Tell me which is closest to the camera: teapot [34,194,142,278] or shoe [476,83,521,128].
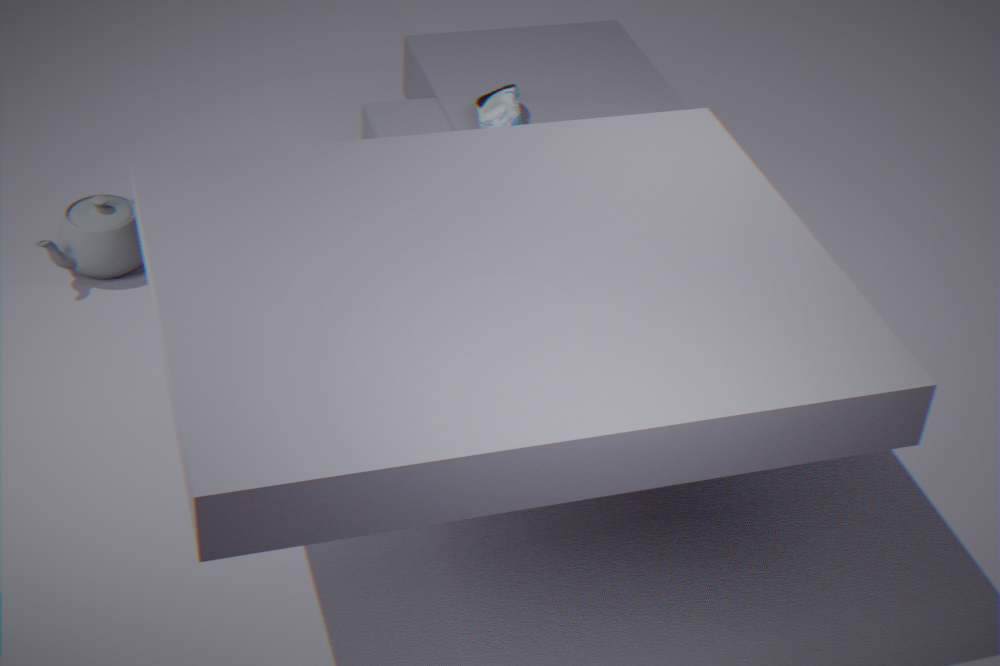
shoe [476,83,521,128]
